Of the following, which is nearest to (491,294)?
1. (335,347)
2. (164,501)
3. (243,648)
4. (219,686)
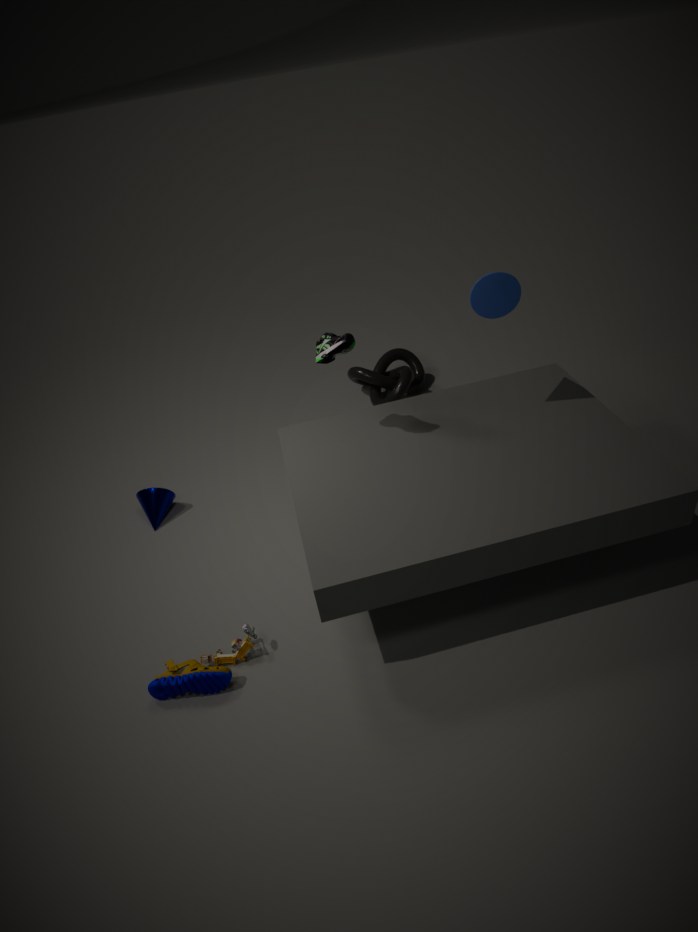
(335,347)
